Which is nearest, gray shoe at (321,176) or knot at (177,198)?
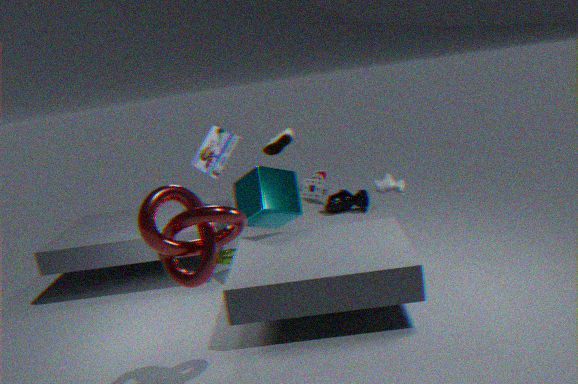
knot at (177,198)
